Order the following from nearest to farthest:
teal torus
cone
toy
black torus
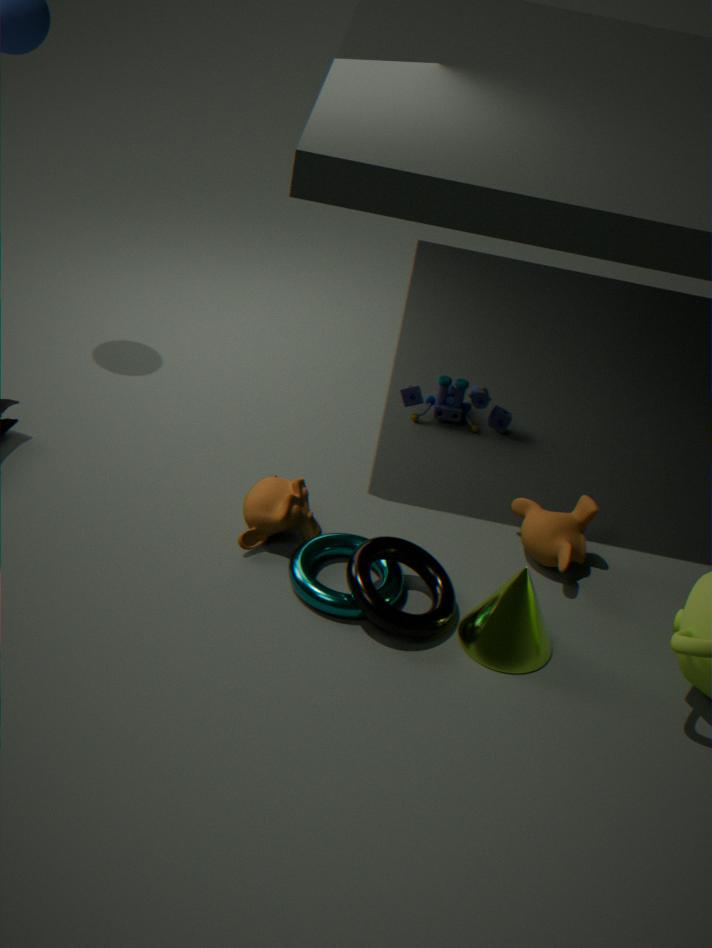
cone < black torus < teal torus < toy
